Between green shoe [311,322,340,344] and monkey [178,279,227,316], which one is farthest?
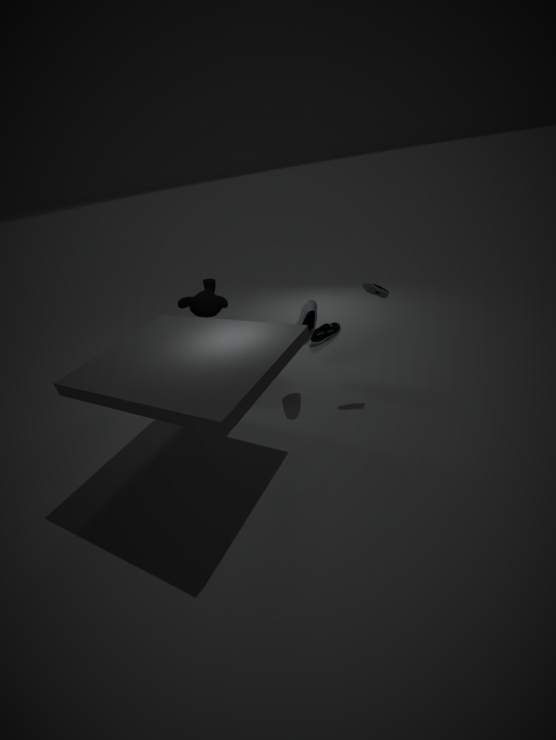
green shoe [311,322,340,344]
